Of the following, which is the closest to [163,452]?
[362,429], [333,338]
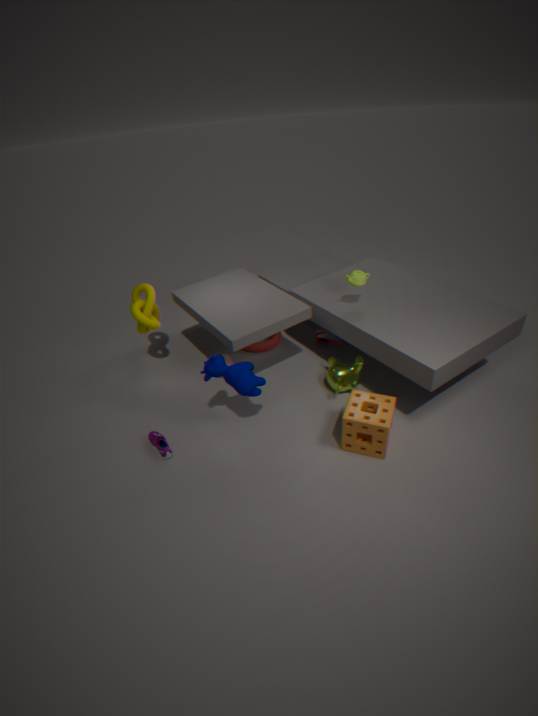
[362,429]
